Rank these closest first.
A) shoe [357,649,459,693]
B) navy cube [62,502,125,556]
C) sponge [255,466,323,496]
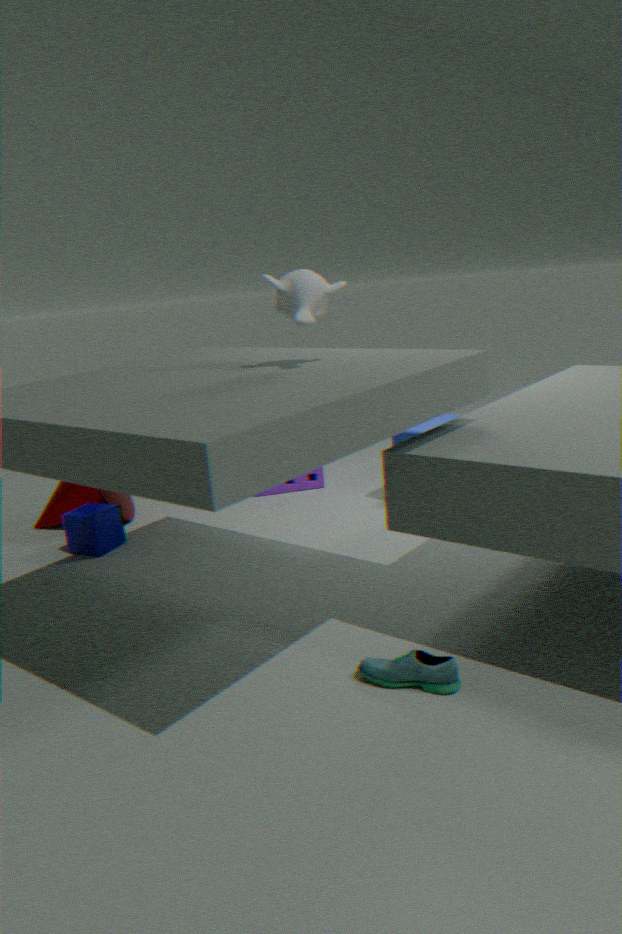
shoe [357,649,459,693] < navy cube [62,502,125,556] < sponge [255,466,323,496]
